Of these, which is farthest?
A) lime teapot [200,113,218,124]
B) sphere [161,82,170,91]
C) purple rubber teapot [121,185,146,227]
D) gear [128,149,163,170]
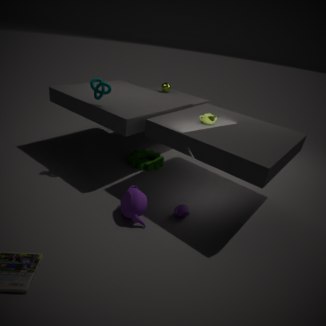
sphere [161,82,170,91]
